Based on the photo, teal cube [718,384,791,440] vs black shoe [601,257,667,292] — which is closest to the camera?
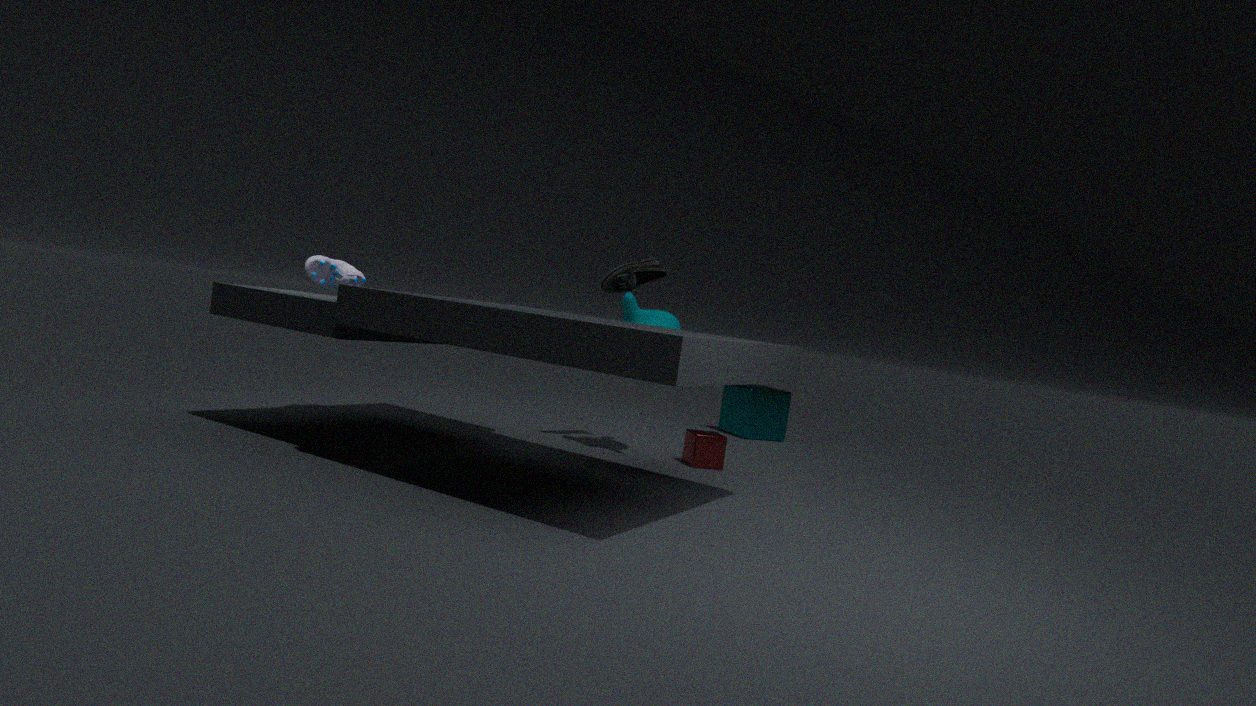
black shoe [601,257,667,292]
